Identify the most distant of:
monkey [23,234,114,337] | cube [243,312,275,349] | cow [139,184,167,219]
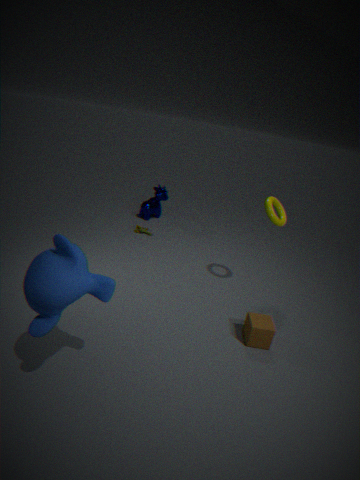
cow [139,184,167,219]
